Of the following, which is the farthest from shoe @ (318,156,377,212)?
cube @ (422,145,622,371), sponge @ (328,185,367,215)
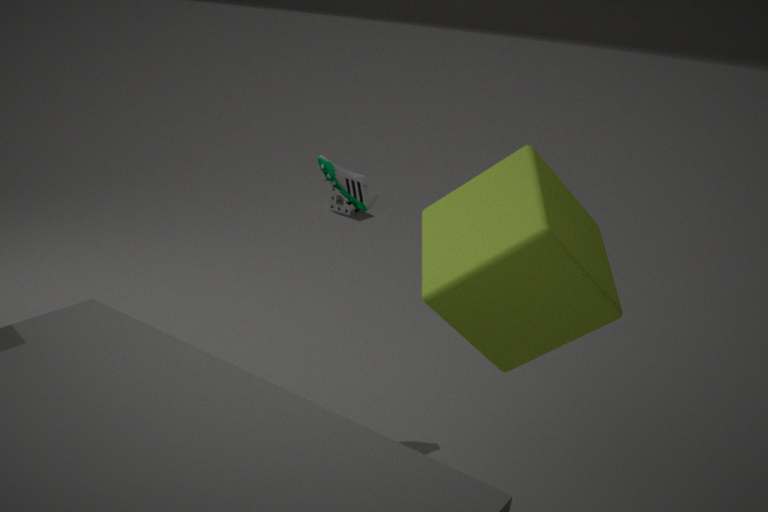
sponge @ (328,185,367,215)
